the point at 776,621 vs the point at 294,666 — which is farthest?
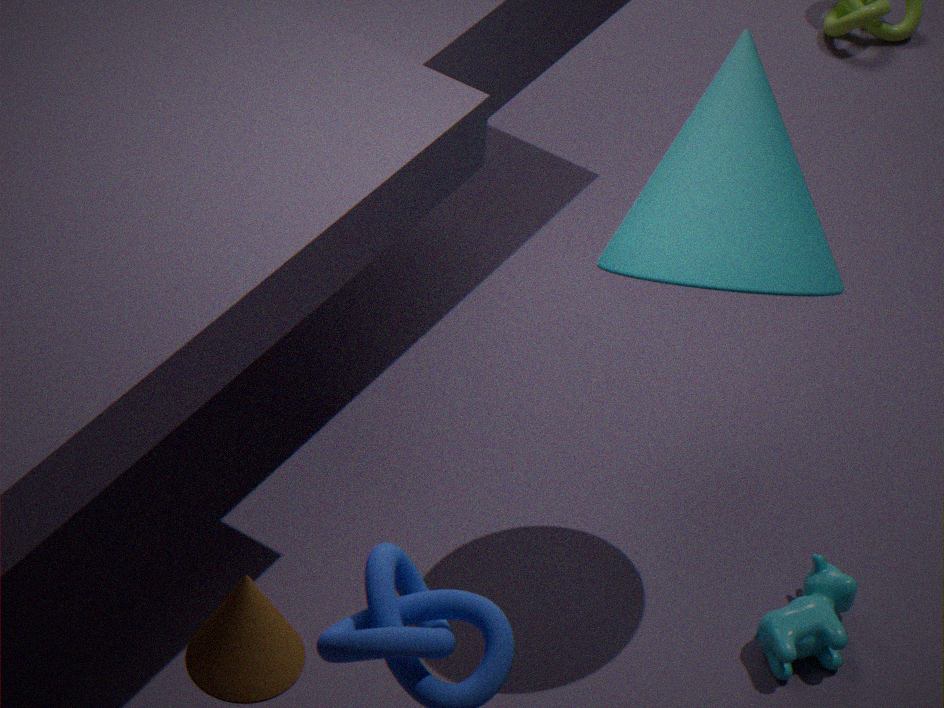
the point at 776,621
